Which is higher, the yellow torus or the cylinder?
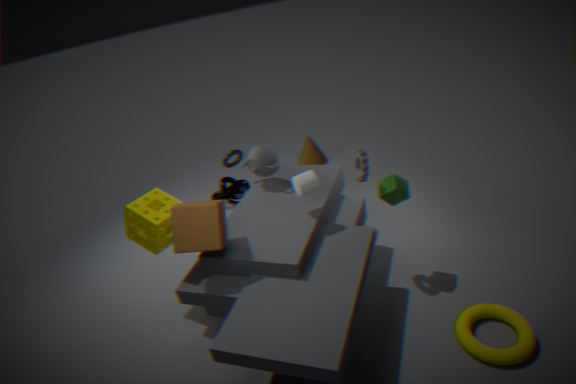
the cylinder
